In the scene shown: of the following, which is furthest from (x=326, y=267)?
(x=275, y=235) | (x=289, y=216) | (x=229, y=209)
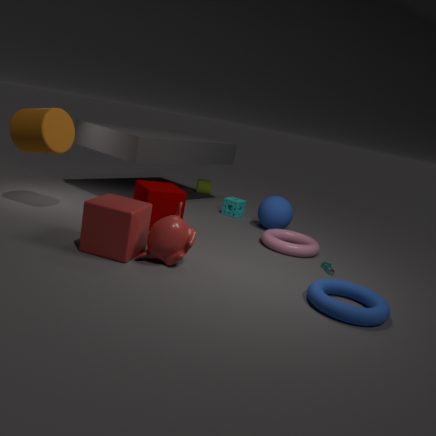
(x=229, y=209)
